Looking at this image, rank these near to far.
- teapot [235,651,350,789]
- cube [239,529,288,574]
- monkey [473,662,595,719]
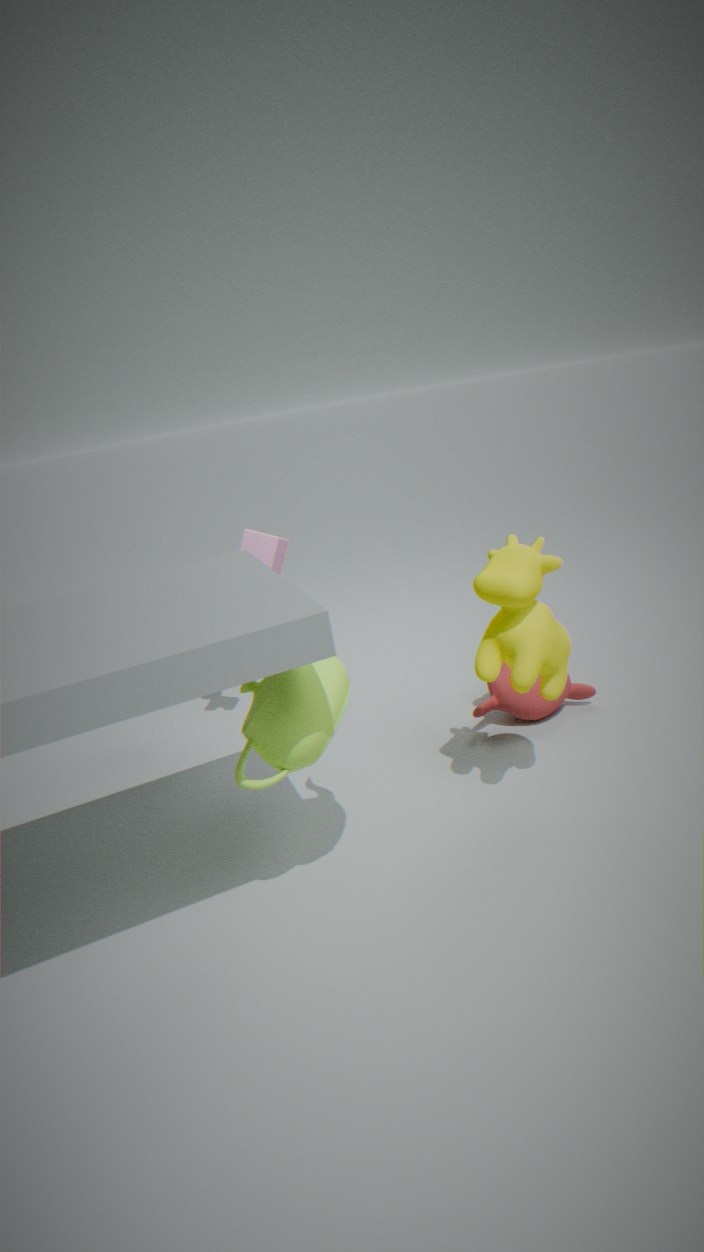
teapot [235,651,350,789] → monkey [473,662,595,719] → cube [239,529,288,574]
